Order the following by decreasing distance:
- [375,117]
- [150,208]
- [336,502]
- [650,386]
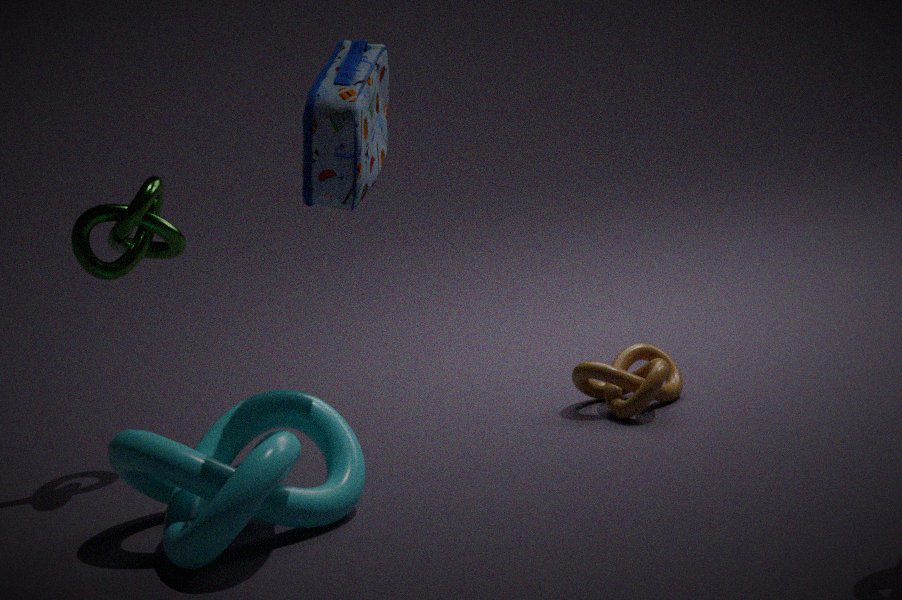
Answer: [150,208] → [650,386] → [336,502] → [375,117]
